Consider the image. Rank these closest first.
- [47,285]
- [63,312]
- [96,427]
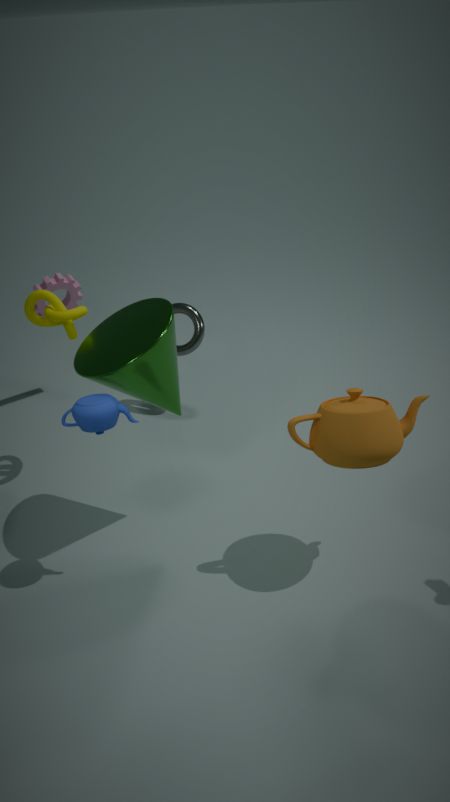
1. [96,427]
2. [63,312]
3. [47,285]
